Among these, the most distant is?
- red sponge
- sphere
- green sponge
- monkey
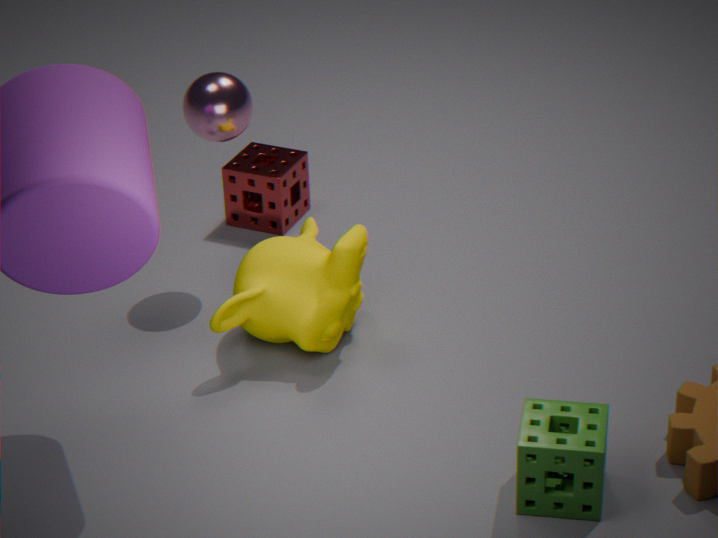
red sponge
